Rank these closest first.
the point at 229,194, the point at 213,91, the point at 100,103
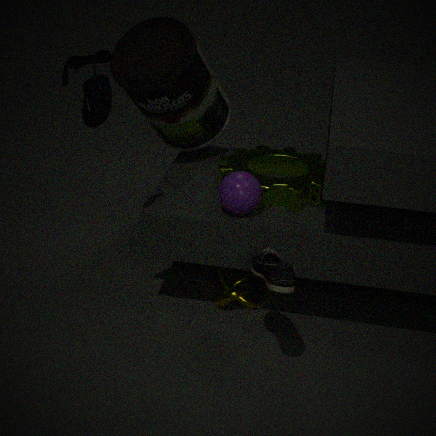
the point at 100,103
the point at 229,194
the point at 213,91
